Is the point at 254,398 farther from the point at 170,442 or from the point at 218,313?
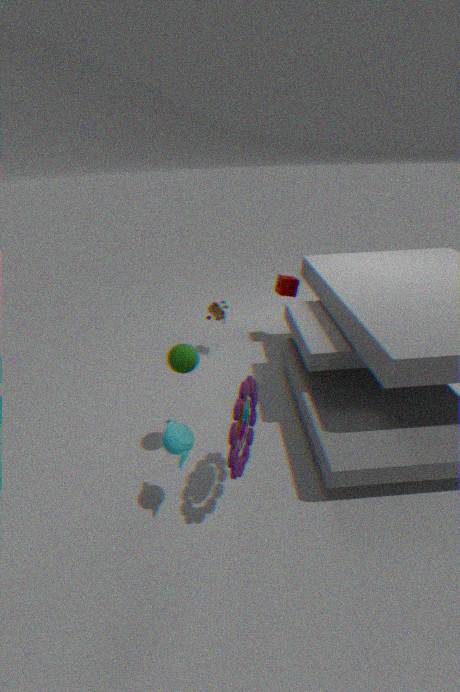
the point at 218,313
